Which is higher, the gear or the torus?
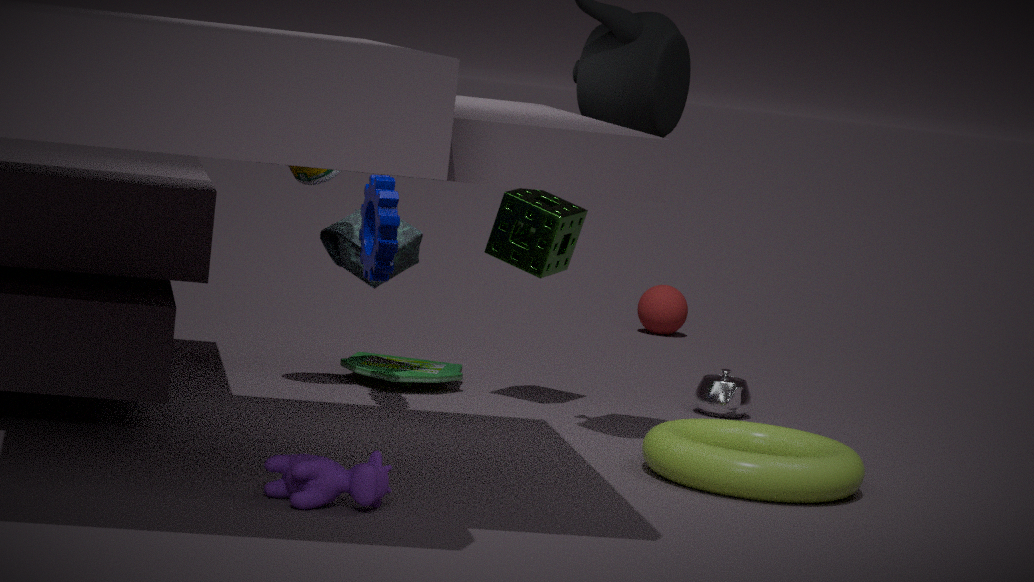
the gear
